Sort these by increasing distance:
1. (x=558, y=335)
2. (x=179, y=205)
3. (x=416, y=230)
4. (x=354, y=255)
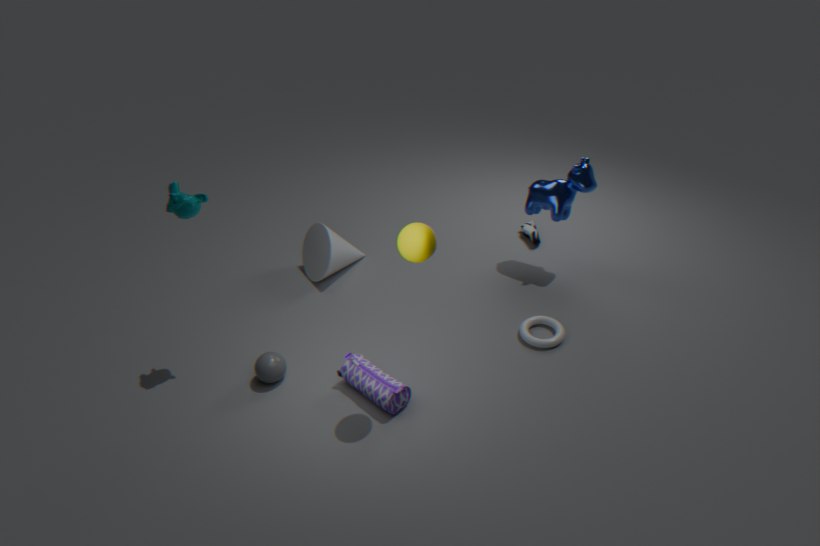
(x=416, y=230) → (x=179, y=205) → (x=558, y=335) → (x=354, y=255)
